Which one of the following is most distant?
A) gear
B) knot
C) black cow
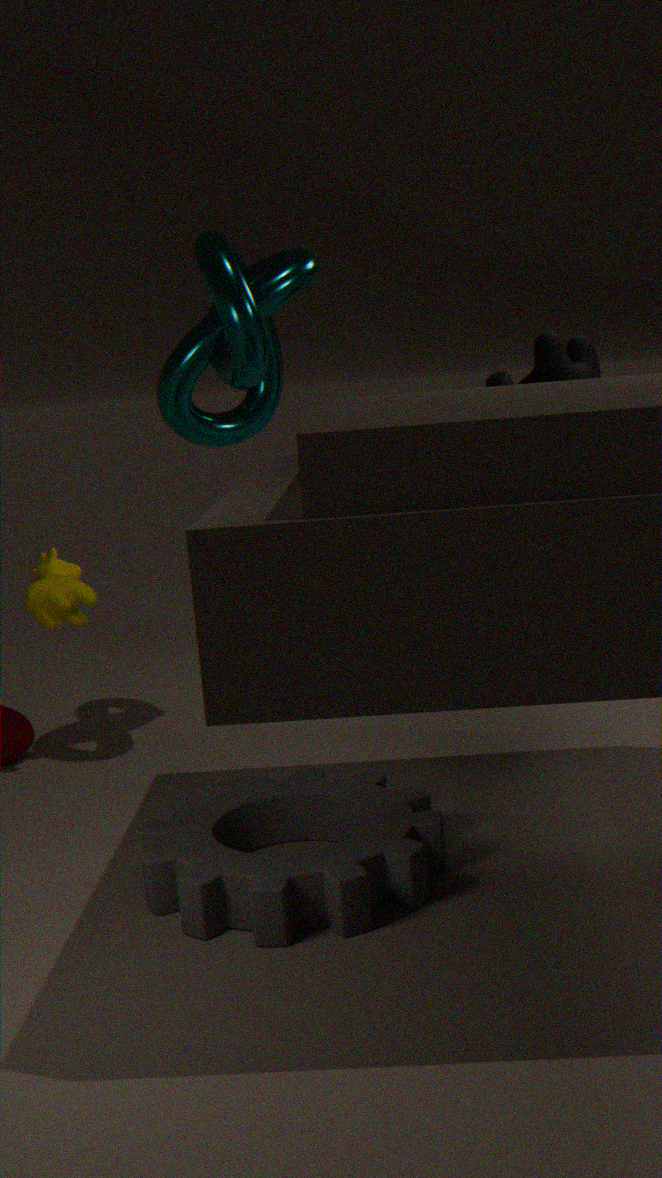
black cow
